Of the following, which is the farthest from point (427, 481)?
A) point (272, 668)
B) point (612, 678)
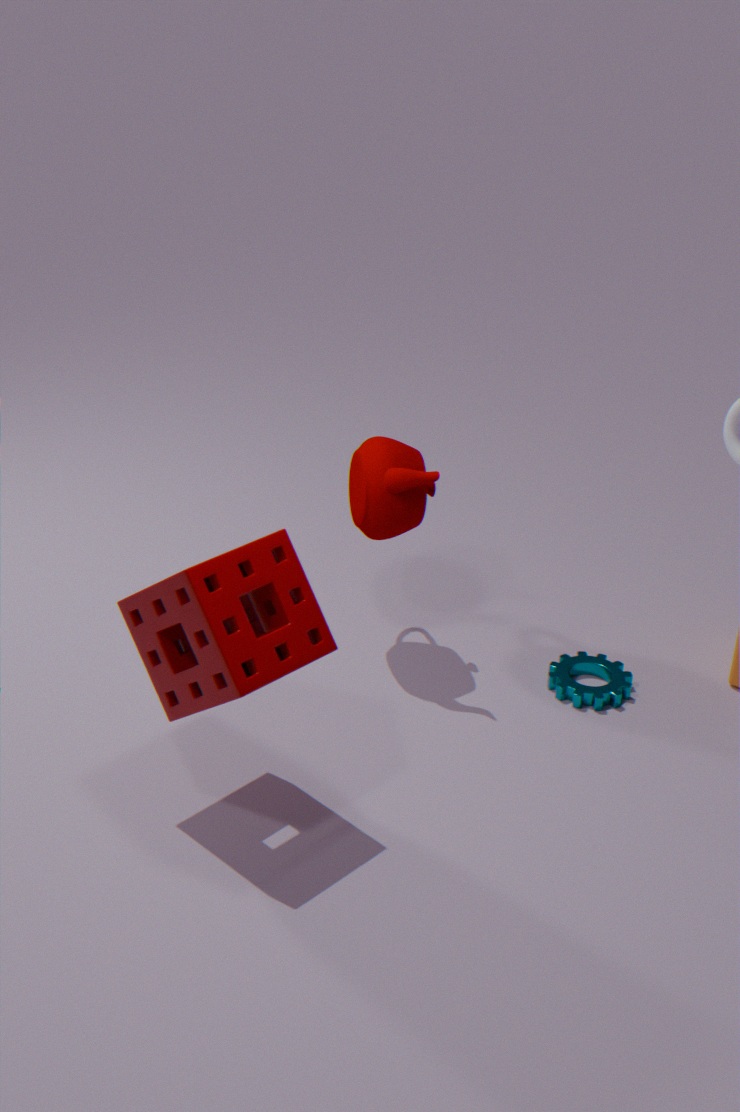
point (272, 668)
